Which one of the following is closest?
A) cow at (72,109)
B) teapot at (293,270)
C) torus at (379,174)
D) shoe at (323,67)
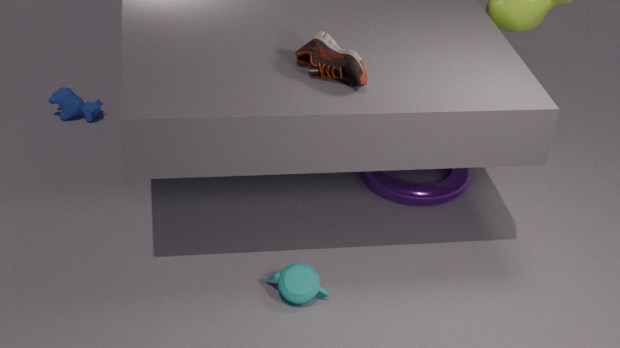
shoe at (323,67)
